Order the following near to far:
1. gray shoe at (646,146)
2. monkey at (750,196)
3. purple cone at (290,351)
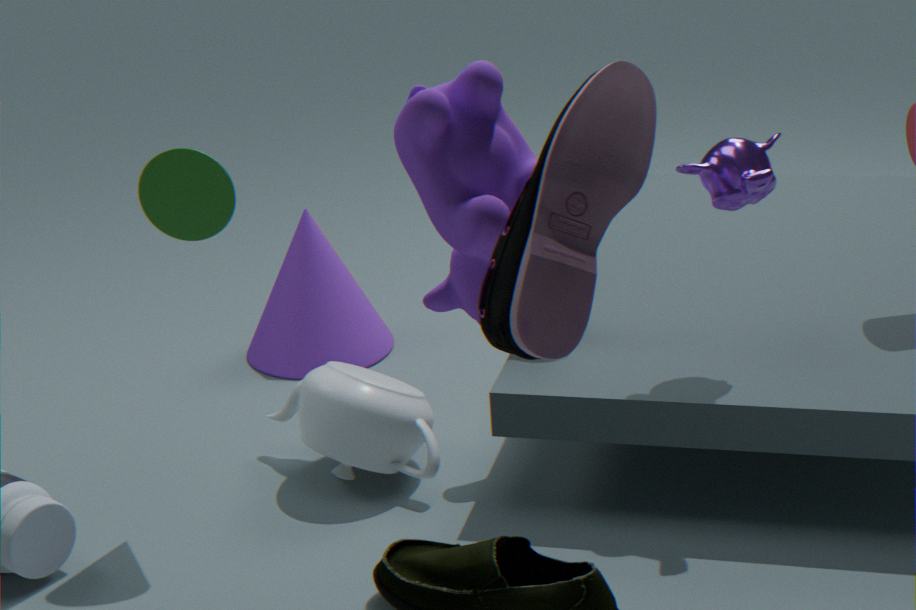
gray shoe at (646,146) → monkey at (750,196) → purple cone at (290,351)
